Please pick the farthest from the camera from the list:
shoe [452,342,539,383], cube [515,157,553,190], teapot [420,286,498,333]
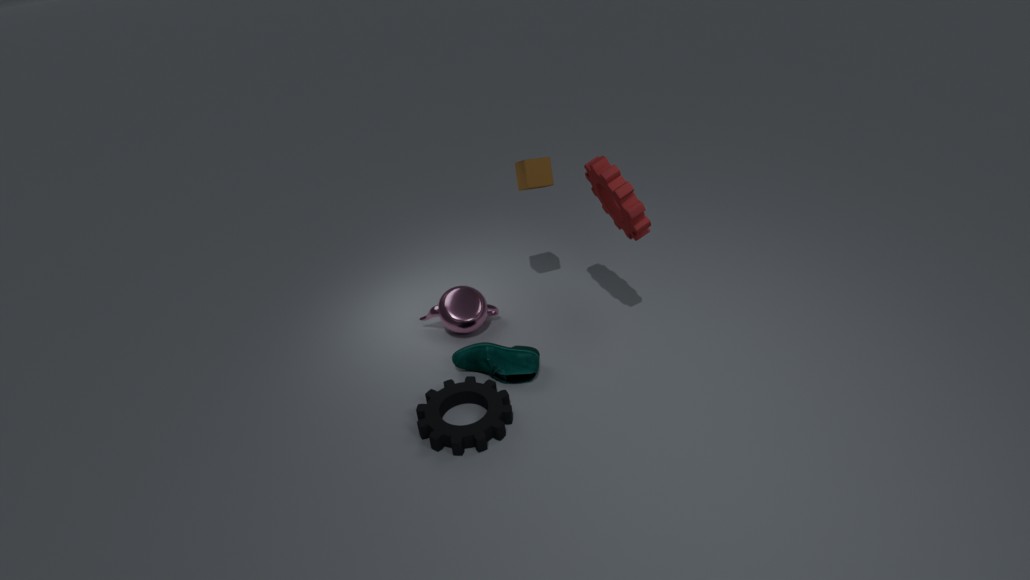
teapot [420,286,498,333]
